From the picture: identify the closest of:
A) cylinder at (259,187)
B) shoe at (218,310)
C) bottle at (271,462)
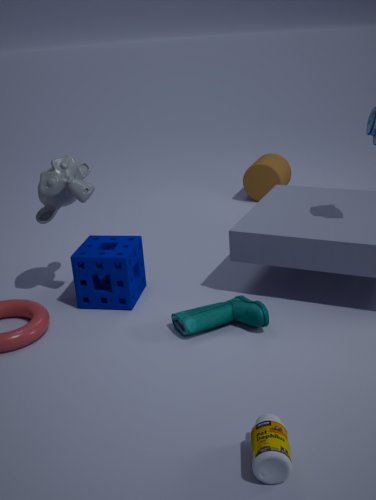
bottle at (271,462)
